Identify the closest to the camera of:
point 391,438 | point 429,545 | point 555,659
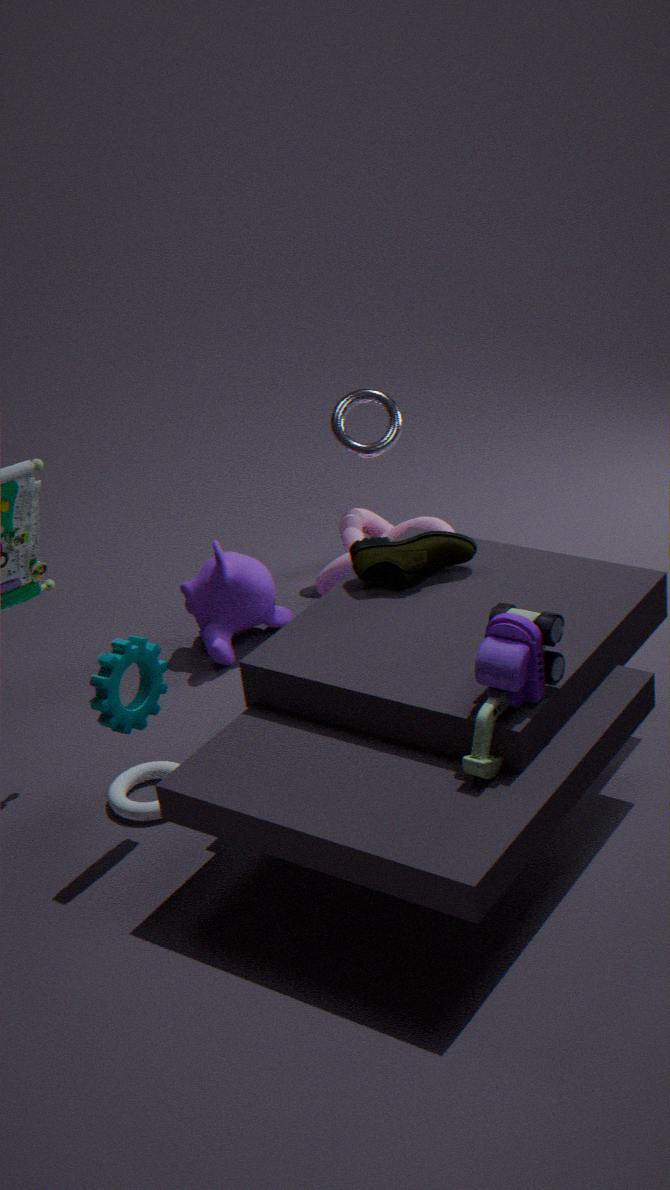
point 555,659
